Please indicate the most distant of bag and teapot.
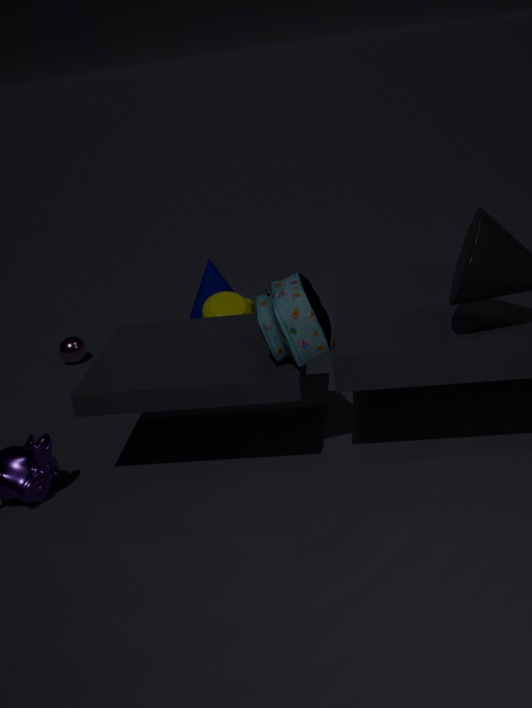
teapot
